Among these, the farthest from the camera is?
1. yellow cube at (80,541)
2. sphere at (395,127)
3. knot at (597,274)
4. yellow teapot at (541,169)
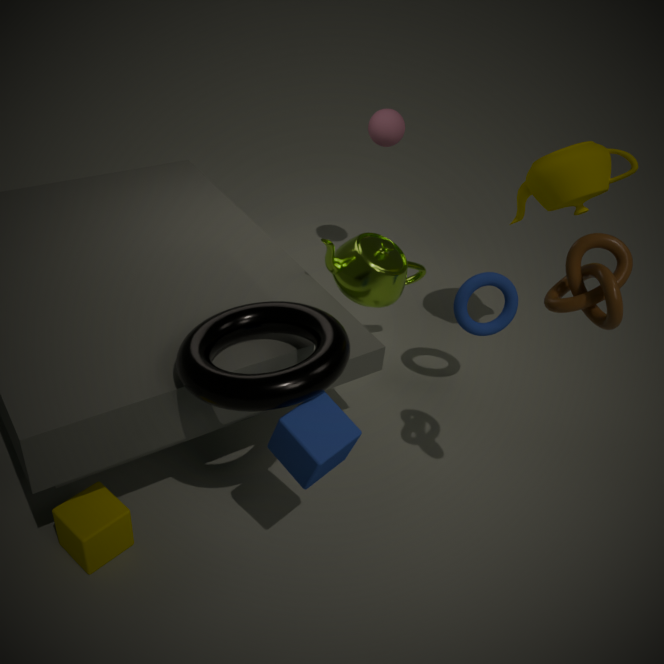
sphere at (395,127)
